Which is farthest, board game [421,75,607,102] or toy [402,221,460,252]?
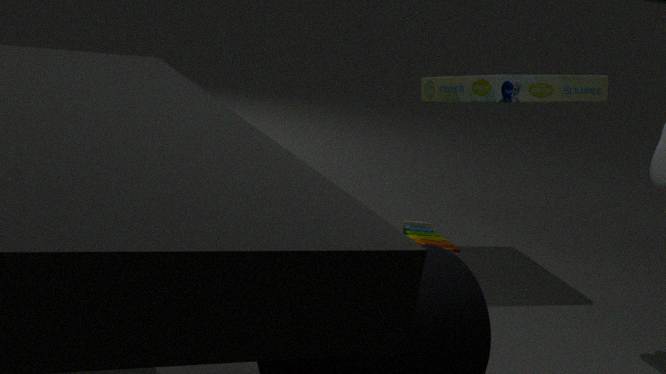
toy [402,221,460,252]
